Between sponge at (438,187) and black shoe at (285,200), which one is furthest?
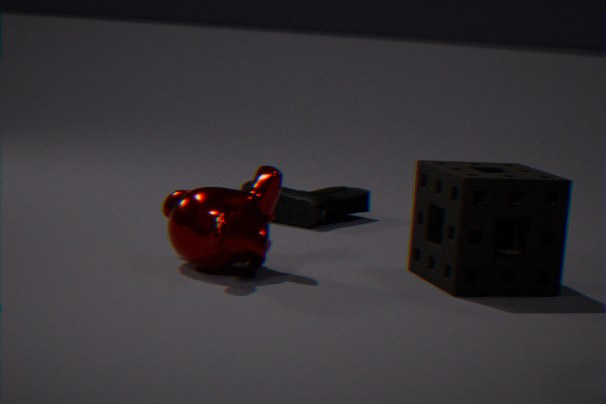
black shoe at (285,200)
